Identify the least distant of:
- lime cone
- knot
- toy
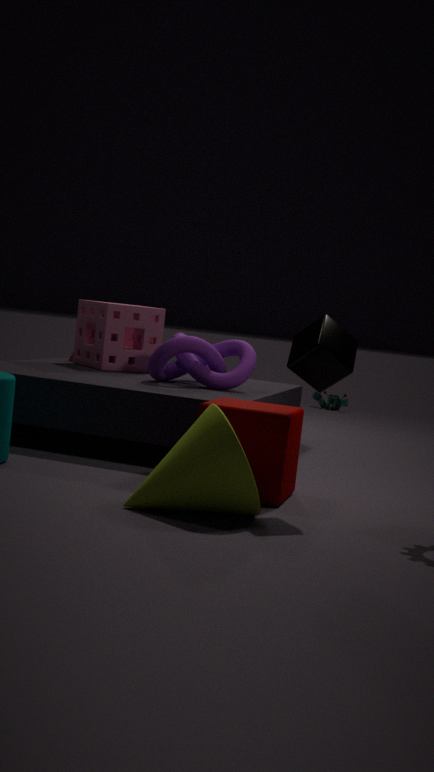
lime cone
